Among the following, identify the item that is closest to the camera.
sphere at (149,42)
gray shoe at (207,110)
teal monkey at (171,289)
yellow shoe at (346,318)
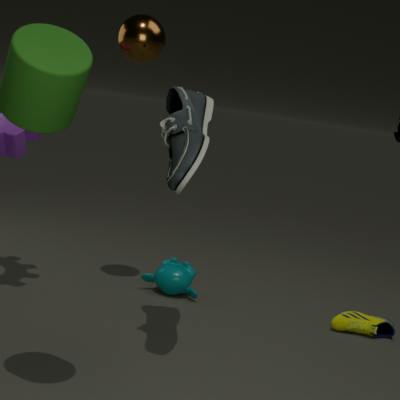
gray shoe at (207,110)
